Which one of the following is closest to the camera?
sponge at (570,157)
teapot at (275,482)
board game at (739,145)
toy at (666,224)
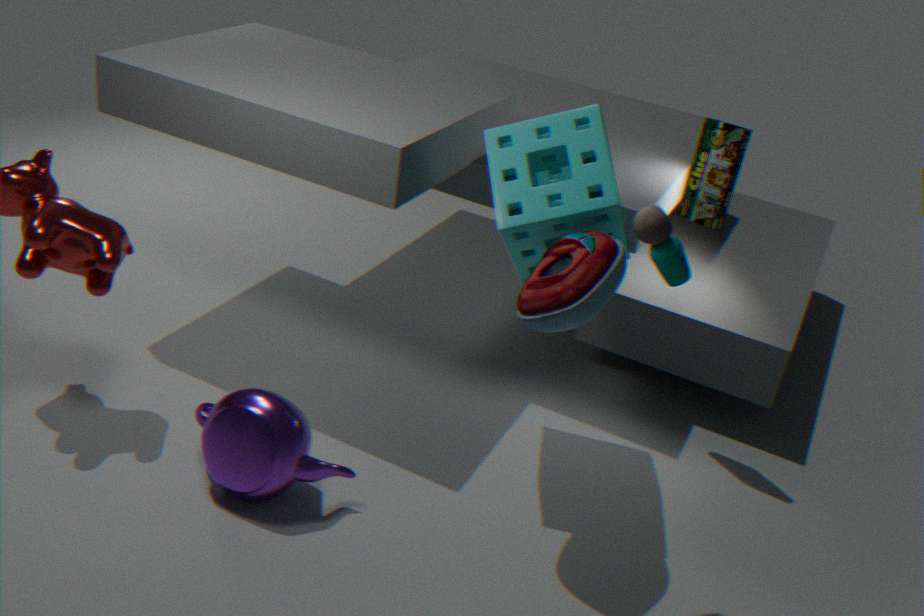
toy at (666,224)
